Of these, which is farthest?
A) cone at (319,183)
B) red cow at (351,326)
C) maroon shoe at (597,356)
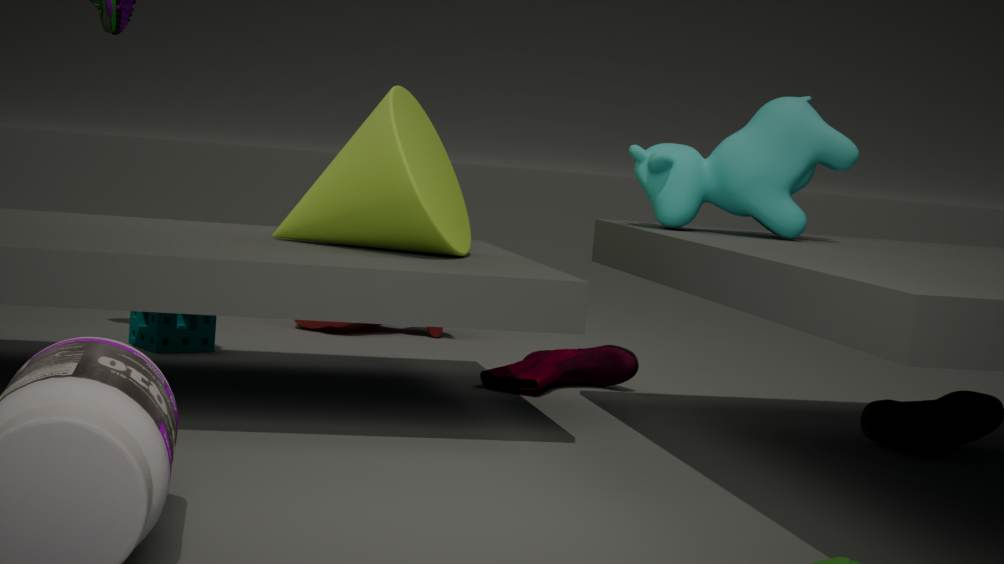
red cow at (351,326)
